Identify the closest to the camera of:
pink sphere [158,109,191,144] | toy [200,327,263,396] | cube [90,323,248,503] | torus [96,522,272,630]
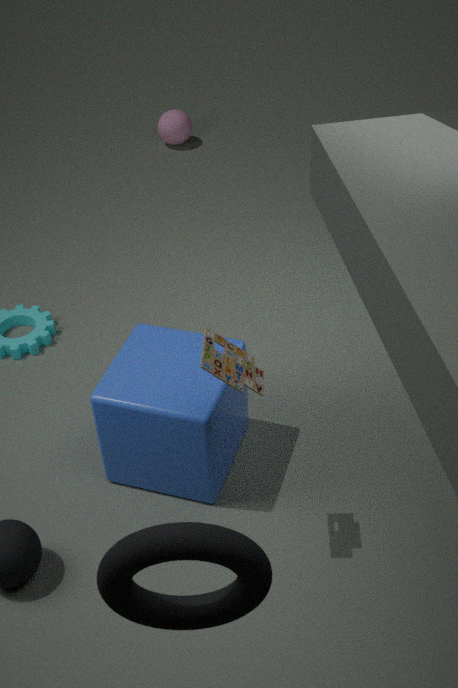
torus [96,522,272,630]
